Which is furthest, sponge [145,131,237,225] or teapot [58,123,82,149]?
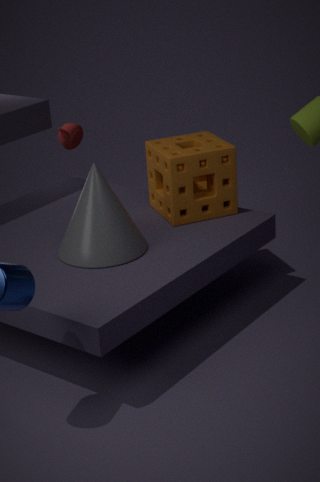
teapot [58,123,82,149]
